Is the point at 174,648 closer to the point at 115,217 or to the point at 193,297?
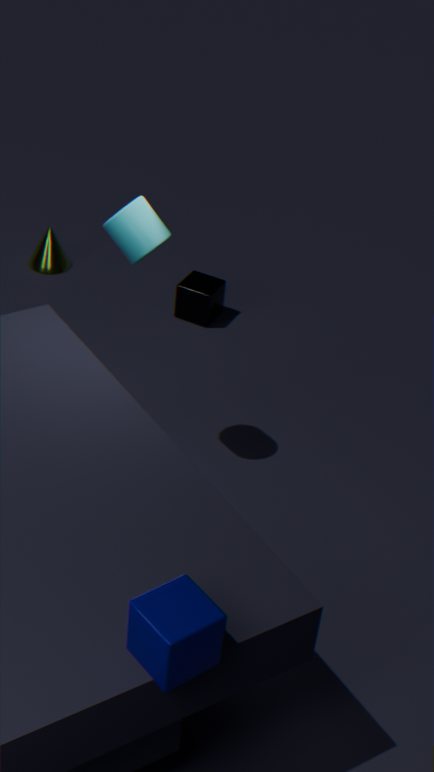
the point at 115,217
